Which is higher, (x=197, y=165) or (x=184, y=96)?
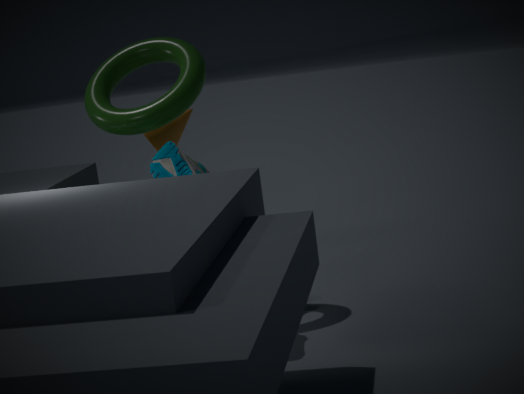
(x=184, y=96)
